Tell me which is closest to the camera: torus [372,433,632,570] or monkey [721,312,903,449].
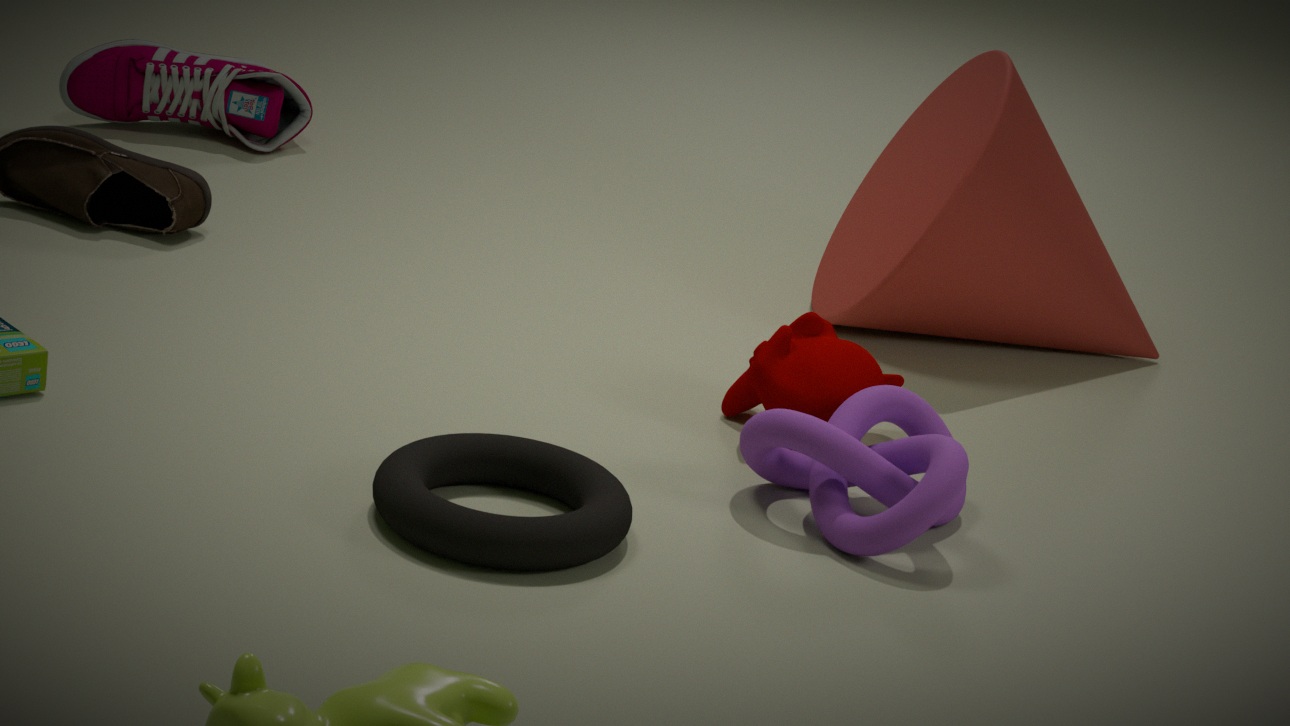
torus [372,433,632,570]
